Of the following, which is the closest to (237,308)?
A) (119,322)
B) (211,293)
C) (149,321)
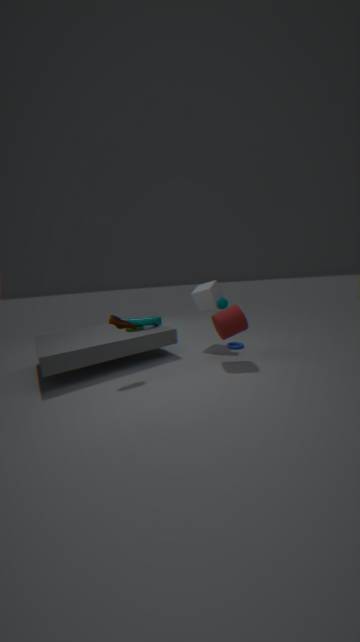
(211,293)
